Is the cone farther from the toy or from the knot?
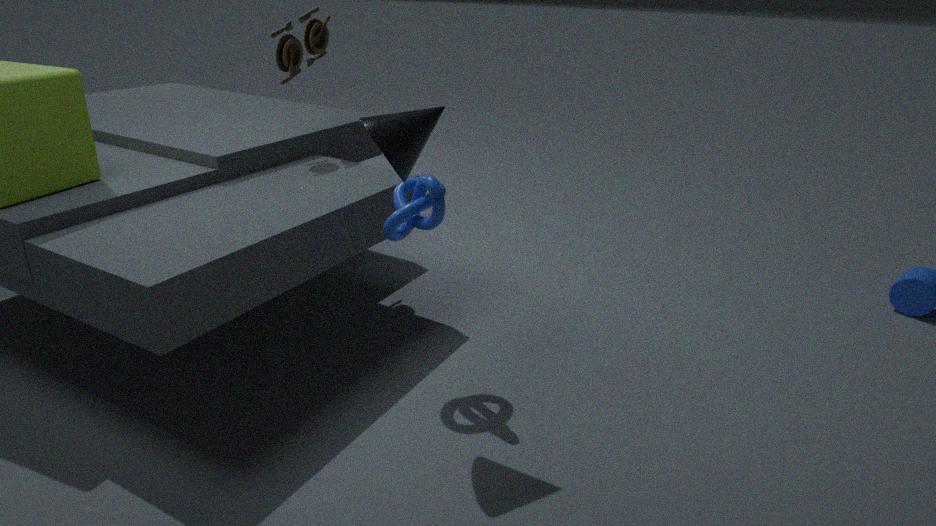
the toy
